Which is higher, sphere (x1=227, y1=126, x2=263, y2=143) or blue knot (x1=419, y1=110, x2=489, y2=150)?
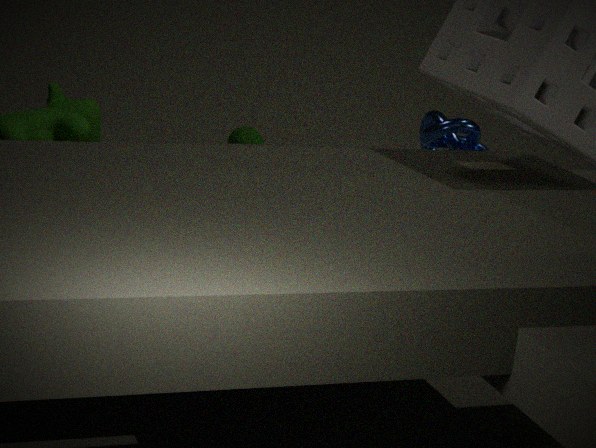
blue knot (x1=419, y1=110, x2=489, y2=150)
